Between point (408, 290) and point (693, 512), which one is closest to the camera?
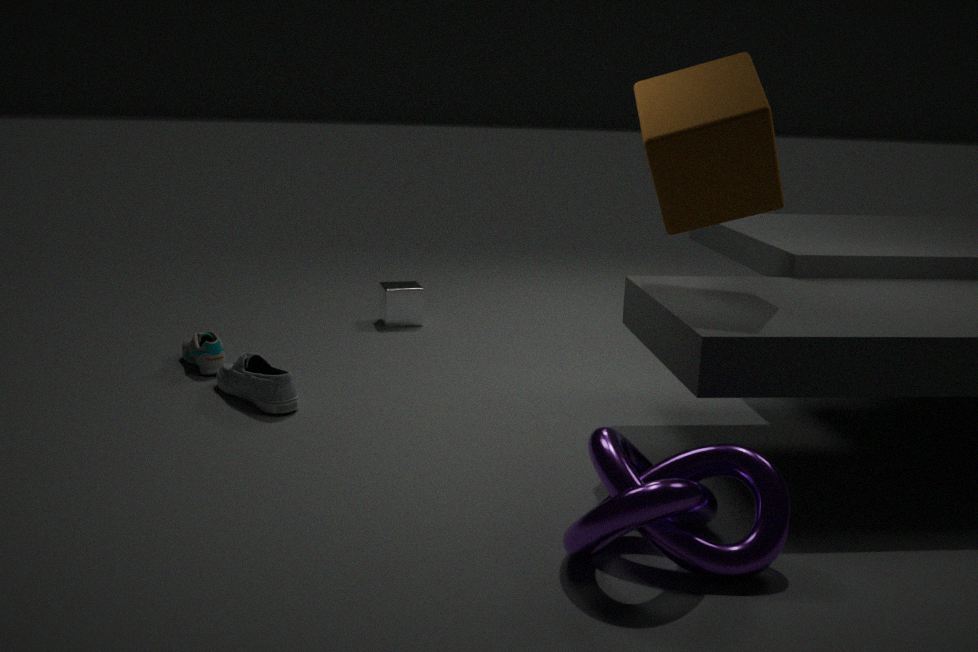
point (693, 512)
